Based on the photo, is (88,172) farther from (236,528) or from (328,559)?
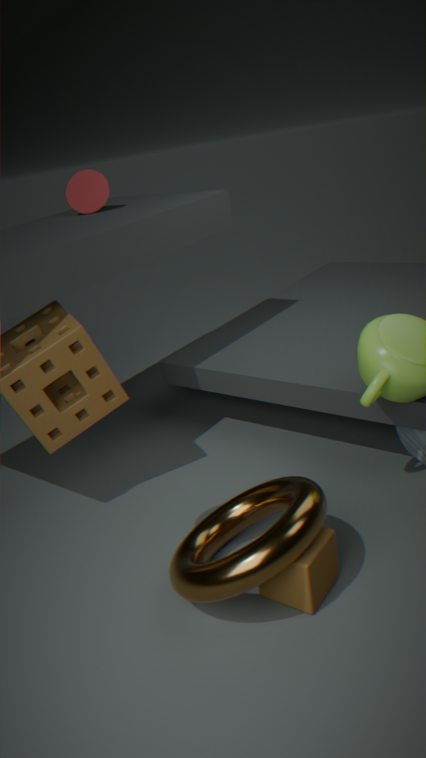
(328,559)
